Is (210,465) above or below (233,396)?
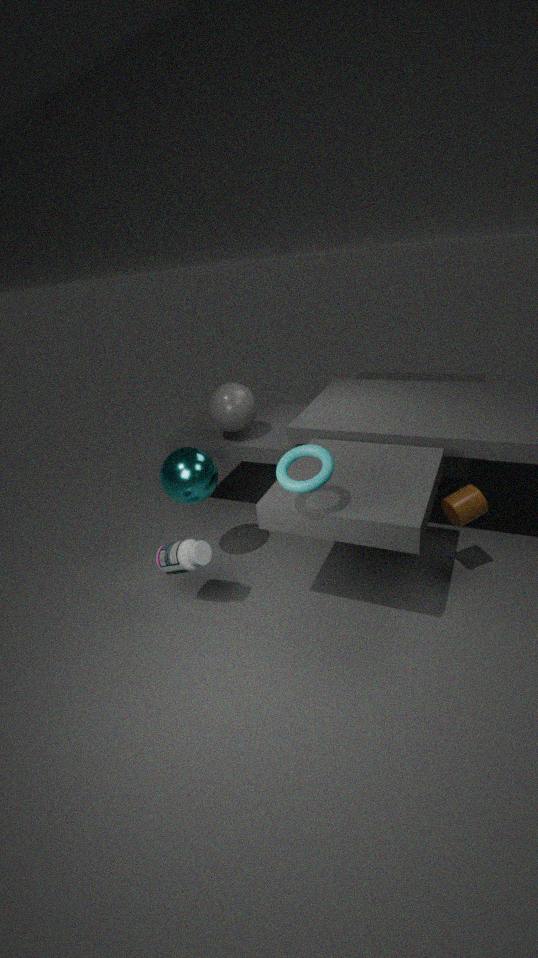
below
